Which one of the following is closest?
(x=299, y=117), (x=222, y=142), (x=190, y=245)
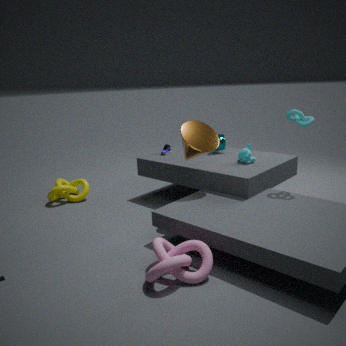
(x=190, y=245)
